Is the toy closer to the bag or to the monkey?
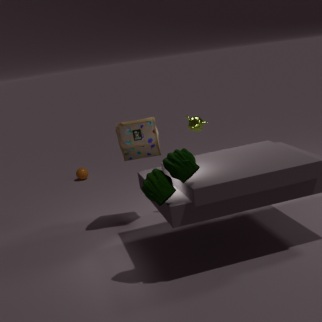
the bag
